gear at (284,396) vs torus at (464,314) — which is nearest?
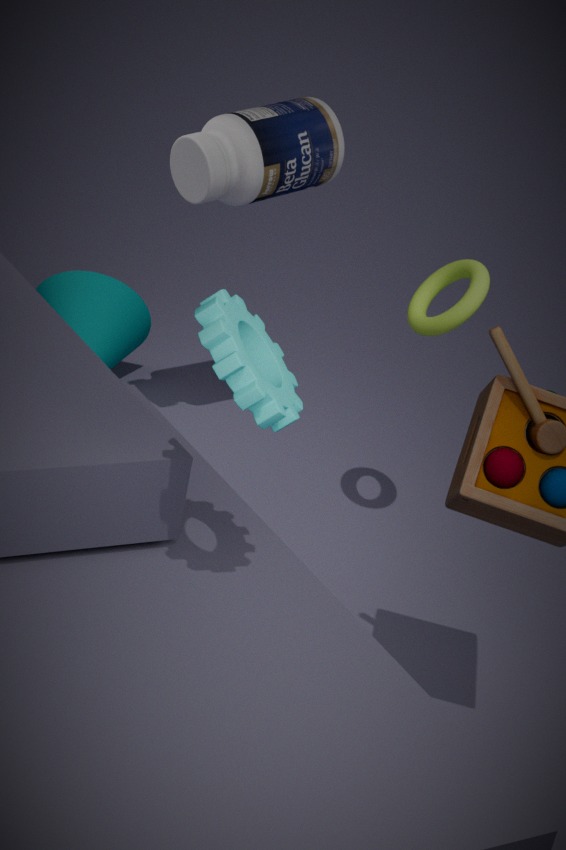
gear at (284,396)
